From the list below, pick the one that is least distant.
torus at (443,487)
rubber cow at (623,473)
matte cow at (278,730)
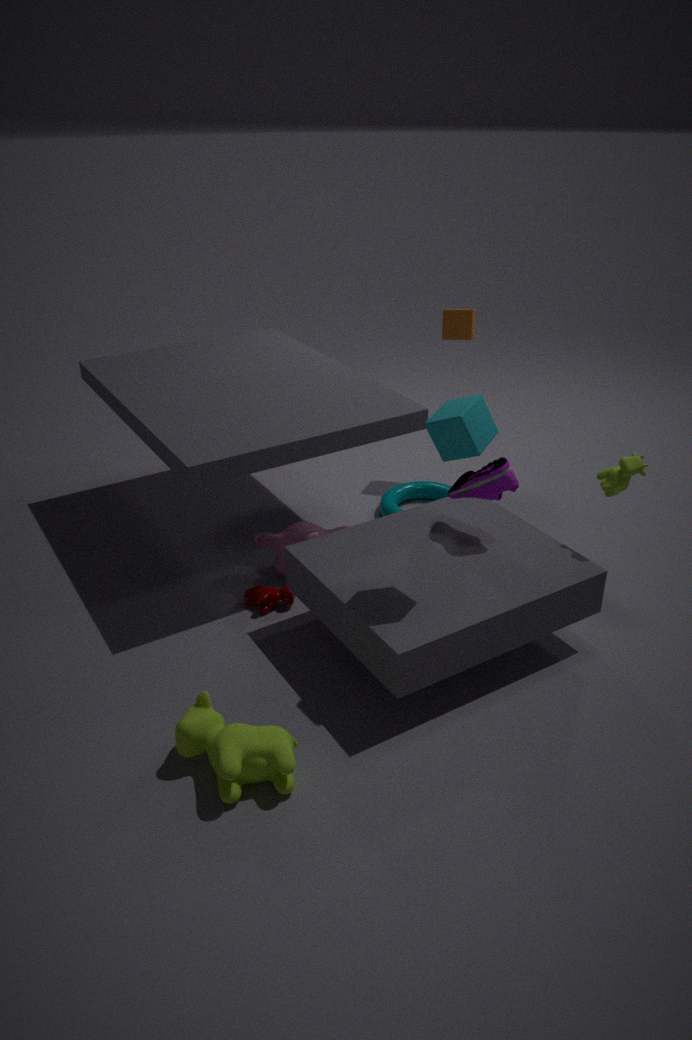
matte cow at (278,730)
